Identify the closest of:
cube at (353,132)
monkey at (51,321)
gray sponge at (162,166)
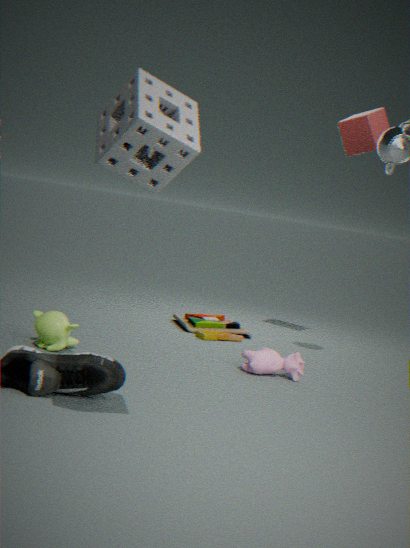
gray sponge at (162,166)
